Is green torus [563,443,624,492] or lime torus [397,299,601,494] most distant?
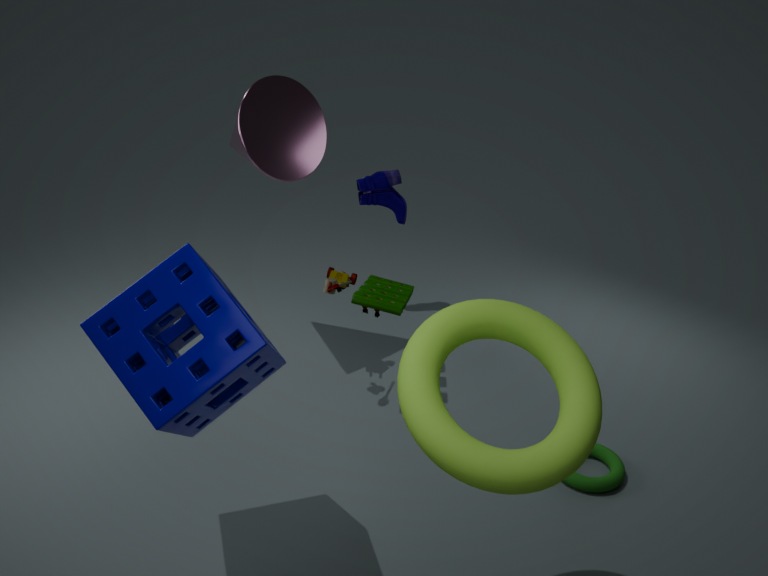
green torus [563,443,624,492]
